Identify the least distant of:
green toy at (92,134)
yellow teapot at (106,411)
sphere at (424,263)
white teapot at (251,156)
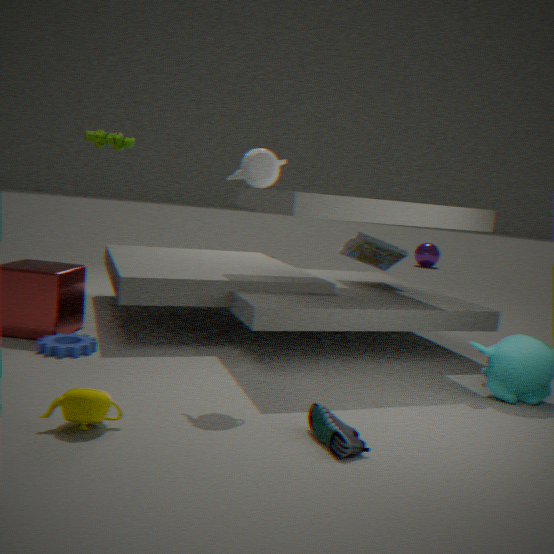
yellow teapot at (106,411)
